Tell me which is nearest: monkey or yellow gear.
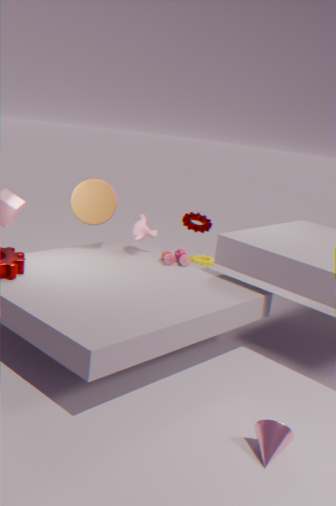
monkey
